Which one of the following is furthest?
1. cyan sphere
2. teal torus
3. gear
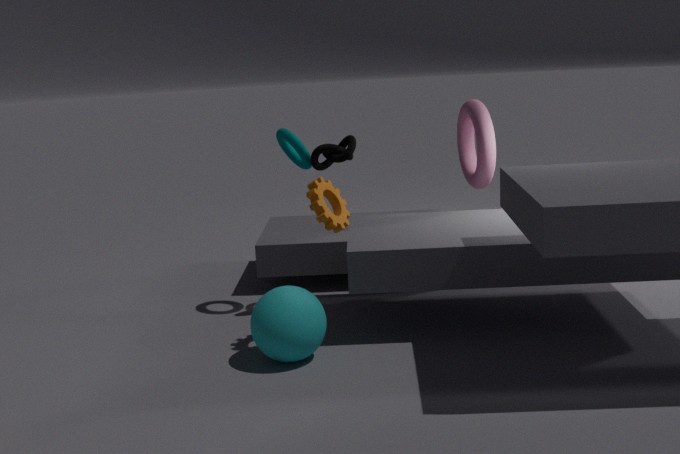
teal torus
